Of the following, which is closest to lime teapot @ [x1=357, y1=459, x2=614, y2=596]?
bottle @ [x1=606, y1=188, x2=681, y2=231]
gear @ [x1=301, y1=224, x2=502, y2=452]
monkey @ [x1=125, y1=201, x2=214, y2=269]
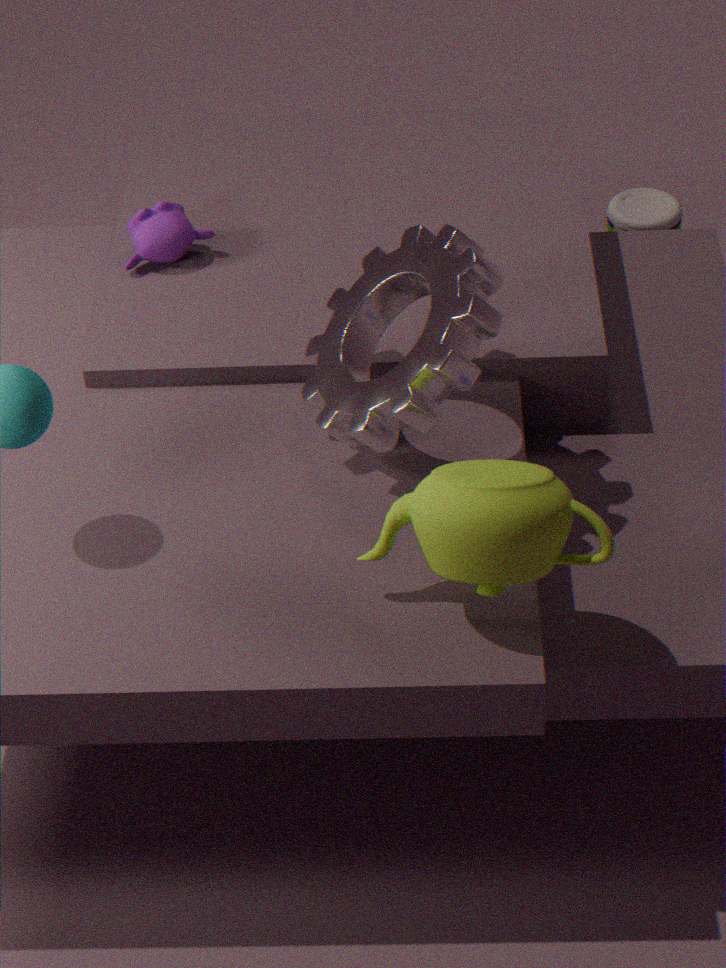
gear @ [x1=301, y1=224, x2=502, y2=452]
